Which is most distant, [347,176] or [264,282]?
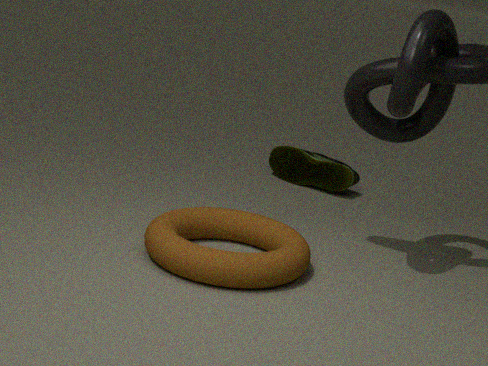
[347,176]
